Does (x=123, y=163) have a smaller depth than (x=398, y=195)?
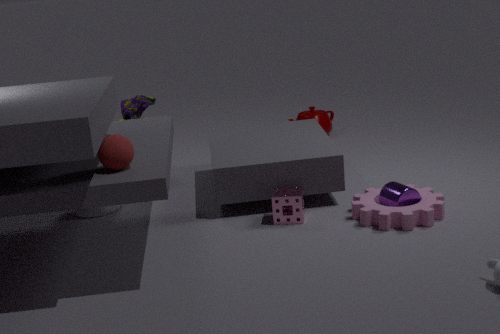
Yes
